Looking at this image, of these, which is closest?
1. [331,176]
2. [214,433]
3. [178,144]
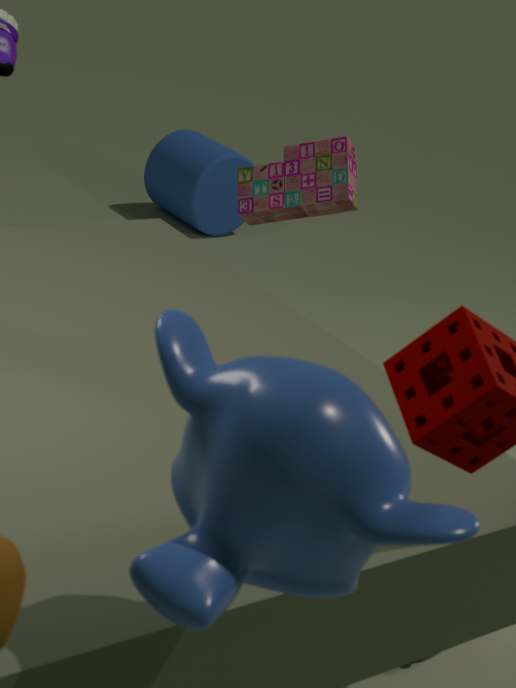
[214,433]
